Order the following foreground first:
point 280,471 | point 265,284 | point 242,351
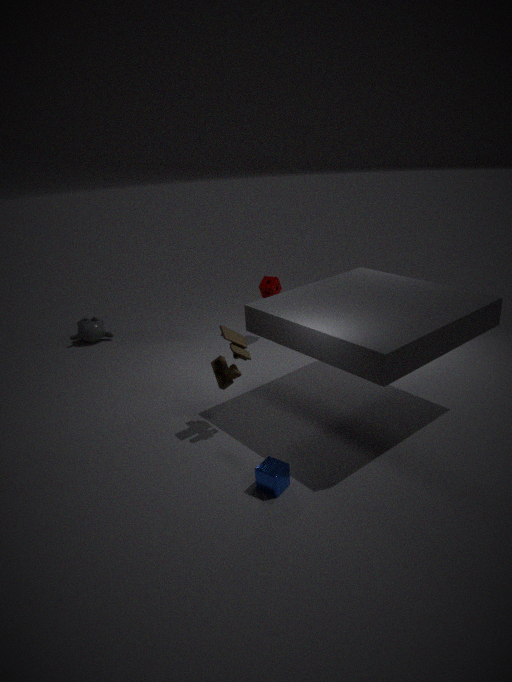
point 280,471
point 242,351
point 265,284
